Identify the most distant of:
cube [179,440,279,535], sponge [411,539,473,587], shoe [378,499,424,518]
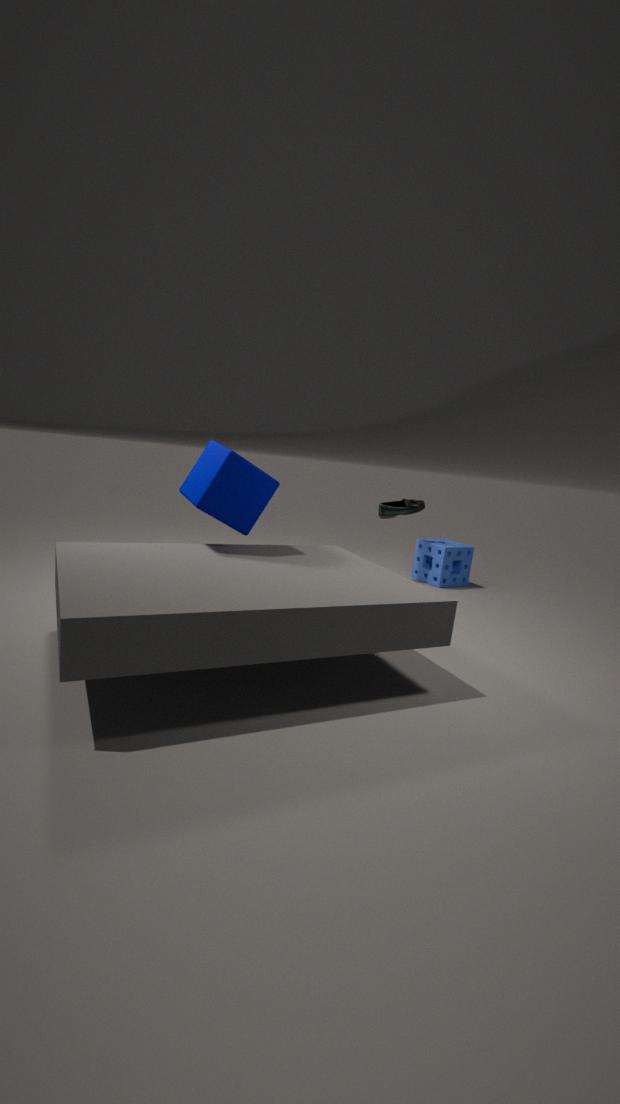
sponge [411,539,473,587]
